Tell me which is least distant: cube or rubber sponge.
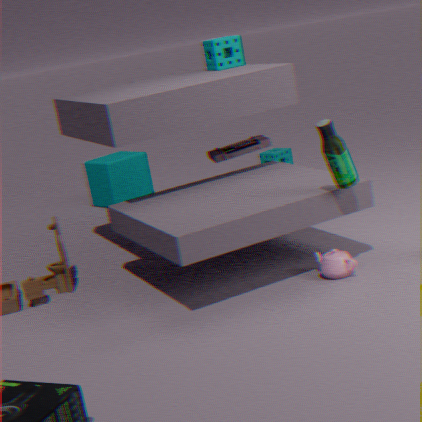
rubber sponge
